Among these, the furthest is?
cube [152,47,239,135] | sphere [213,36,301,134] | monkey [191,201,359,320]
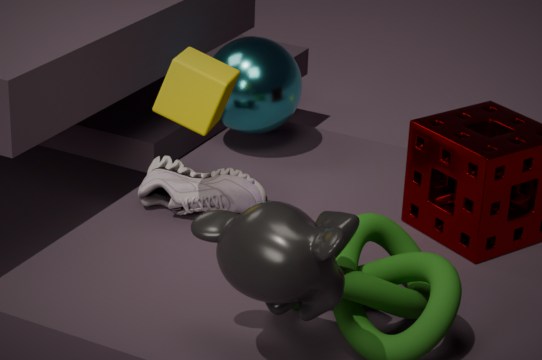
sphere [213,36,301,134]
